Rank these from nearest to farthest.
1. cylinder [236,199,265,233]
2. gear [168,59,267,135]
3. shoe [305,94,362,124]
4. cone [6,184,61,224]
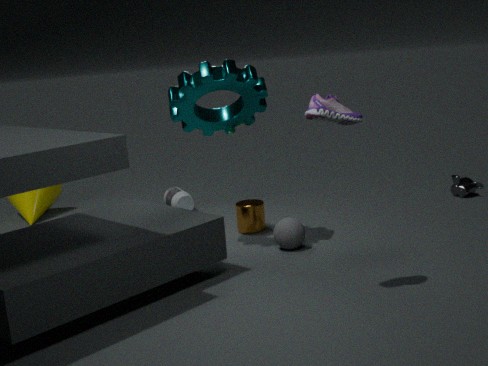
shoe [305,94,362,124], gear [168,59,267,135], cylinder [236,199,265,233], cone [6,184,61,224]
